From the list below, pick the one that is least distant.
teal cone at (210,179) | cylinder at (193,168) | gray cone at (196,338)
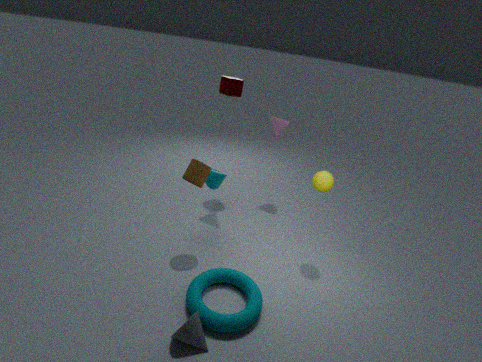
gray cone at (196,338)
